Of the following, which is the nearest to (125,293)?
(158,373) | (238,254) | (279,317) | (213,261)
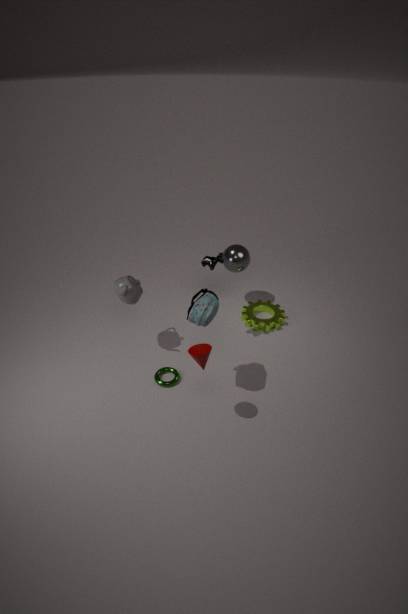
(213,261)
